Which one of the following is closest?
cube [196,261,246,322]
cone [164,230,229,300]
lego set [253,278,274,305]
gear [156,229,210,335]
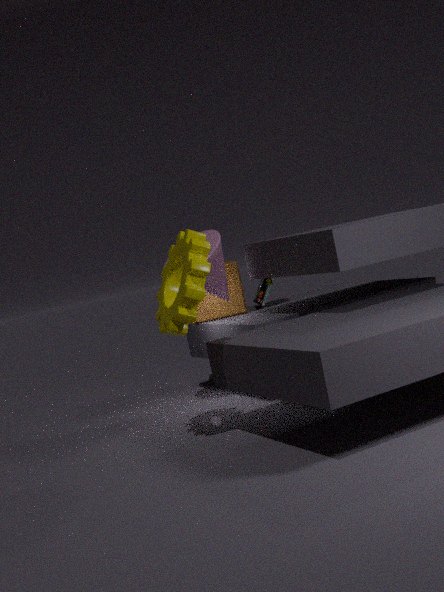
gear [156,229,210,335]
